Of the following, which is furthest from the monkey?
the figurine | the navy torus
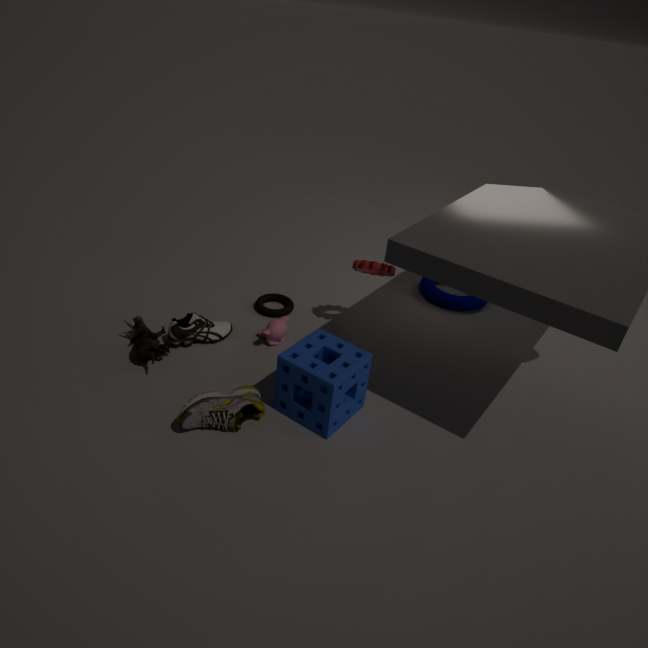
the navy torus
